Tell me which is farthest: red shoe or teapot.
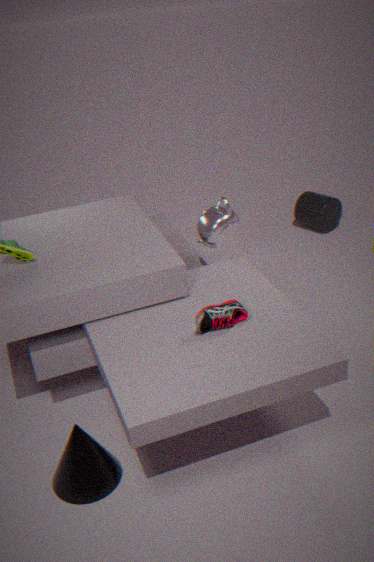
teapot
